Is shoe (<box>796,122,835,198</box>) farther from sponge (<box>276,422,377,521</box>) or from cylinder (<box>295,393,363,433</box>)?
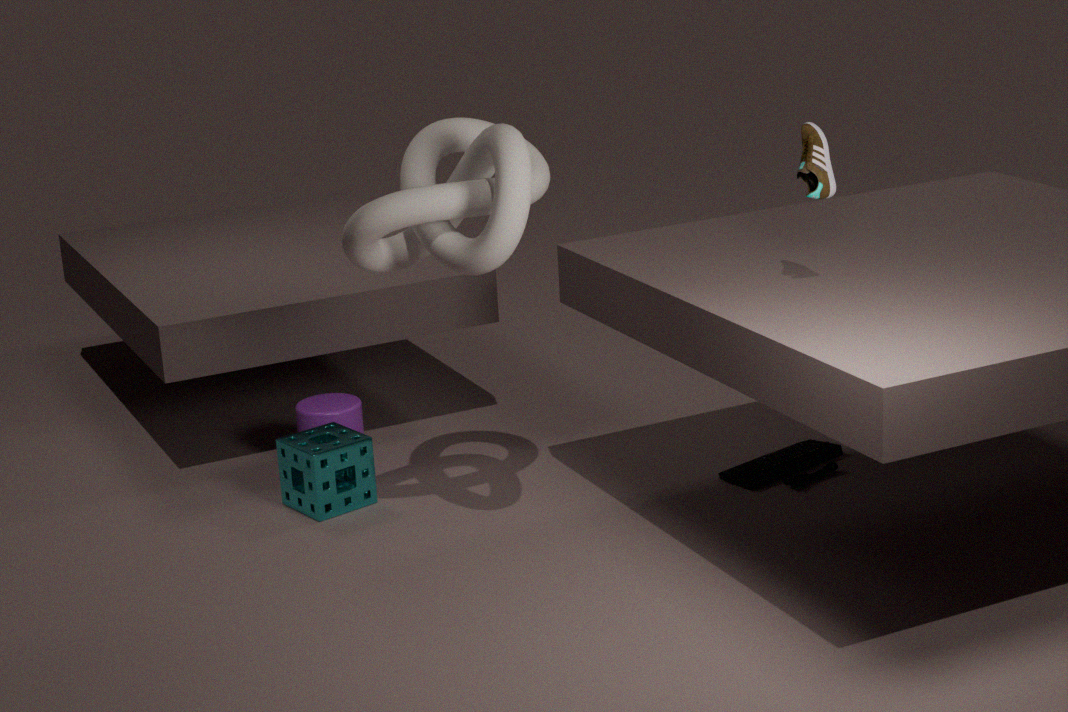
cylinder (<box>295,393,363,433</box>)
